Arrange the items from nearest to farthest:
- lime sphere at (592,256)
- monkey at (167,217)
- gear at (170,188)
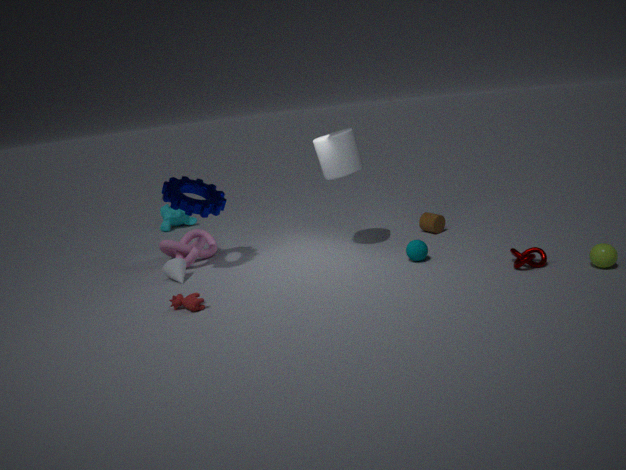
lime sphere at (592,256) < gear at (170,188) < monkey at (167,217)
